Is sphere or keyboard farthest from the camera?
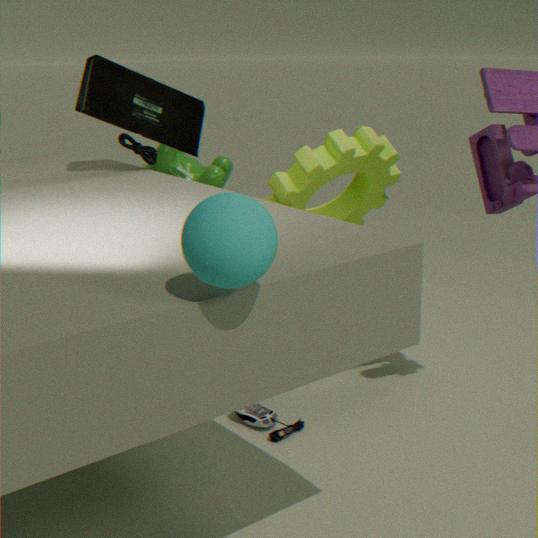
keyboard
